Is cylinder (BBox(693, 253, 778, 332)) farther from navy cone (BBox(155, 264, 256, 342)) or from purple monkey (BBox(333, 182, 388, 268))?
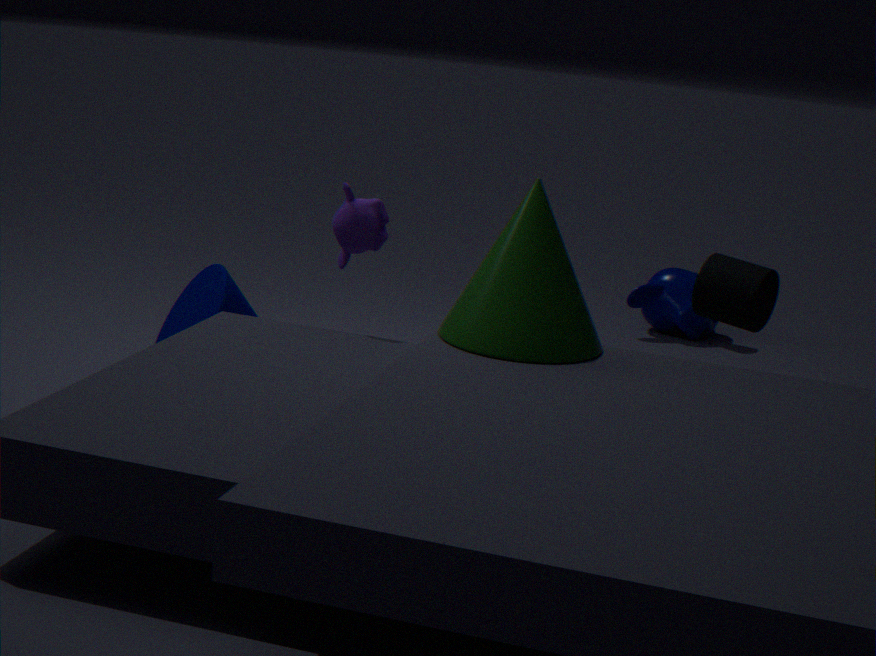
navy cone (BBox(155, 264, 256, 342))
